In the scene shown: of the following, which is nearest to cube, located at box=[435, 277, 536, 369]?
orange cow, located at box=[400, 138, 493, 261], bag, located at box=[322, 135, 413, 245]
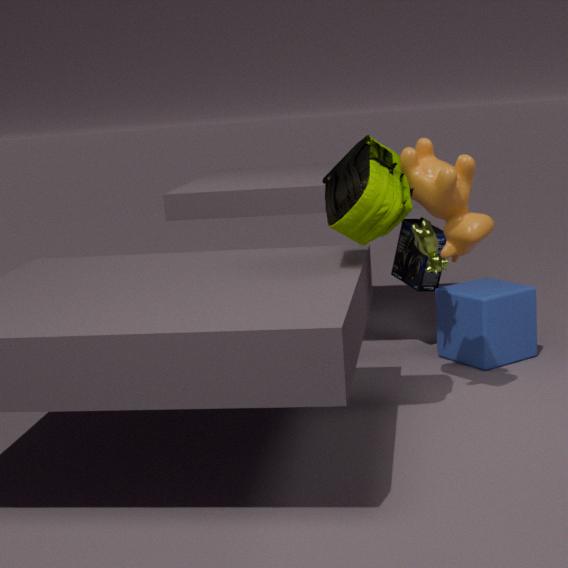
orange cow, located at box=[400, 138, 493, 261]
